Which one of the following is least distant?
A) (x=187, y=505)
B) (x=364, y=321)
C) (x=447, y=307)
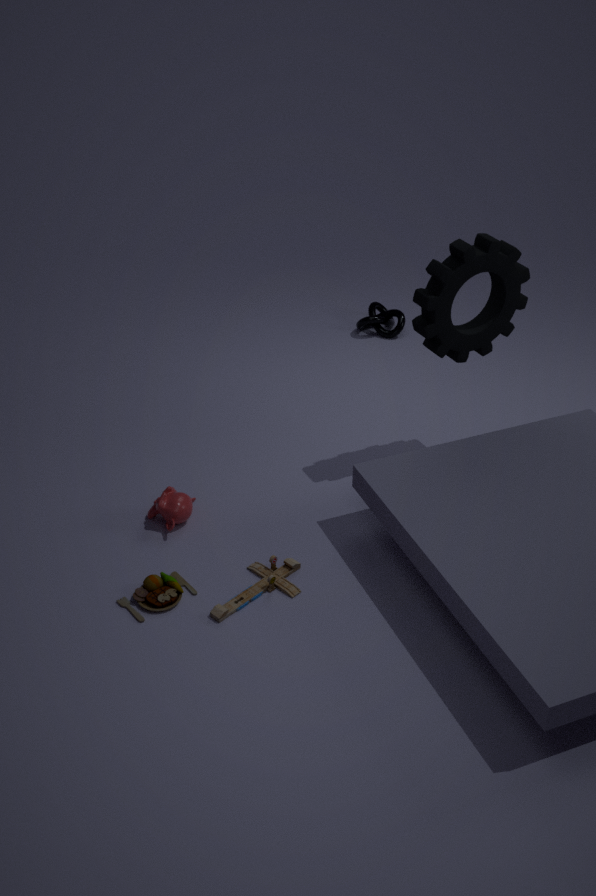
(x=447, y=307)
